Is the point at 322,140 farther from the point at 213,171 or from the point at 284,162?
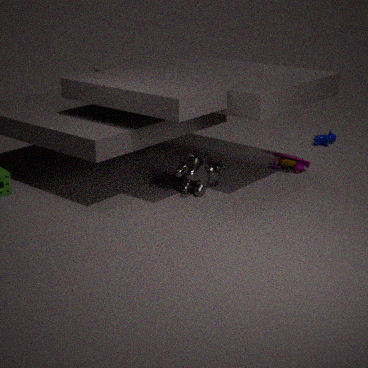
the point at 213,171
